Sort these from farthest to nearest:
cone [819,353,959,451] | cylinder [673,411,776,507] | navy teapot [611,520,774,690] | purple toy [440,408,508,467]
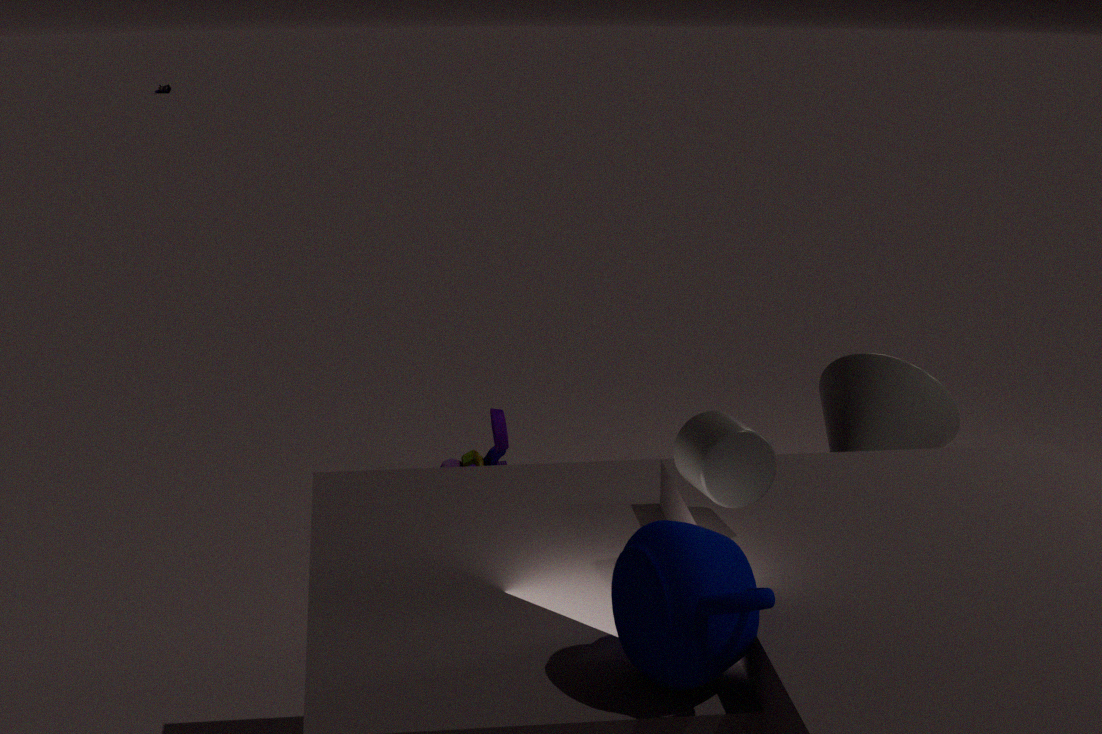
purple toy [440,408,508,467] → cone [819,353,959,451] → cylinder [673,411,776,507] → navy teapot [611,520,774,690]
